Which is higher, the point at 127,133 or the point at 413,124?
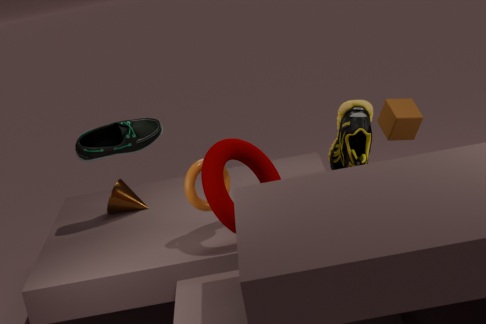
the point at 127,133
